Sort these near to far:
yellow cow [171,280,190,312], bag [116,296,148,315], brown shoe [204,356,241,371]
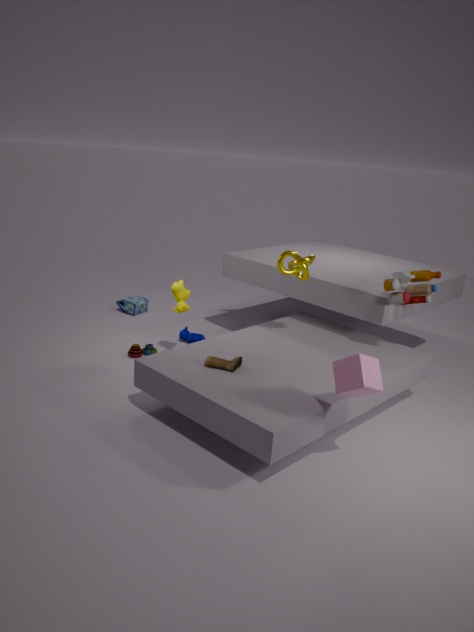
brown shoe [204,356,241,371]
yellow cow [171,280,190,312]
bag [116,296,148,315]
